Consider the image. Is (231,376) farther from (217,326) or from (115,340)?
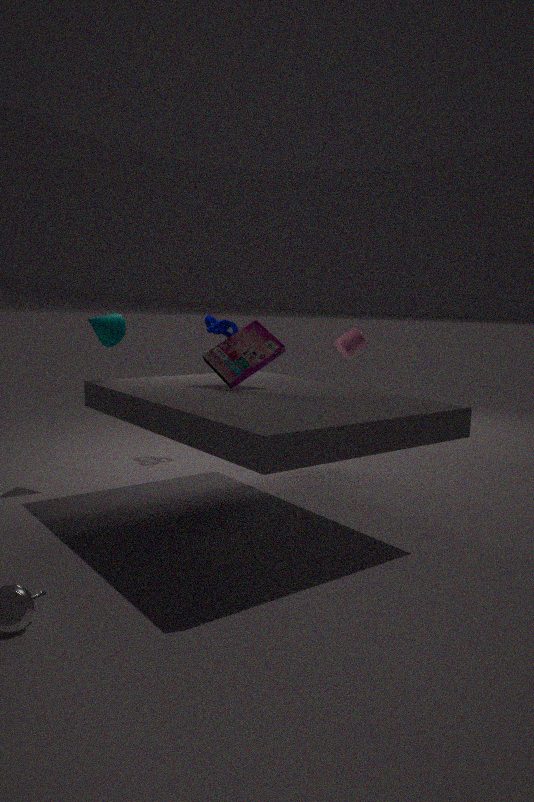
(217,326)
